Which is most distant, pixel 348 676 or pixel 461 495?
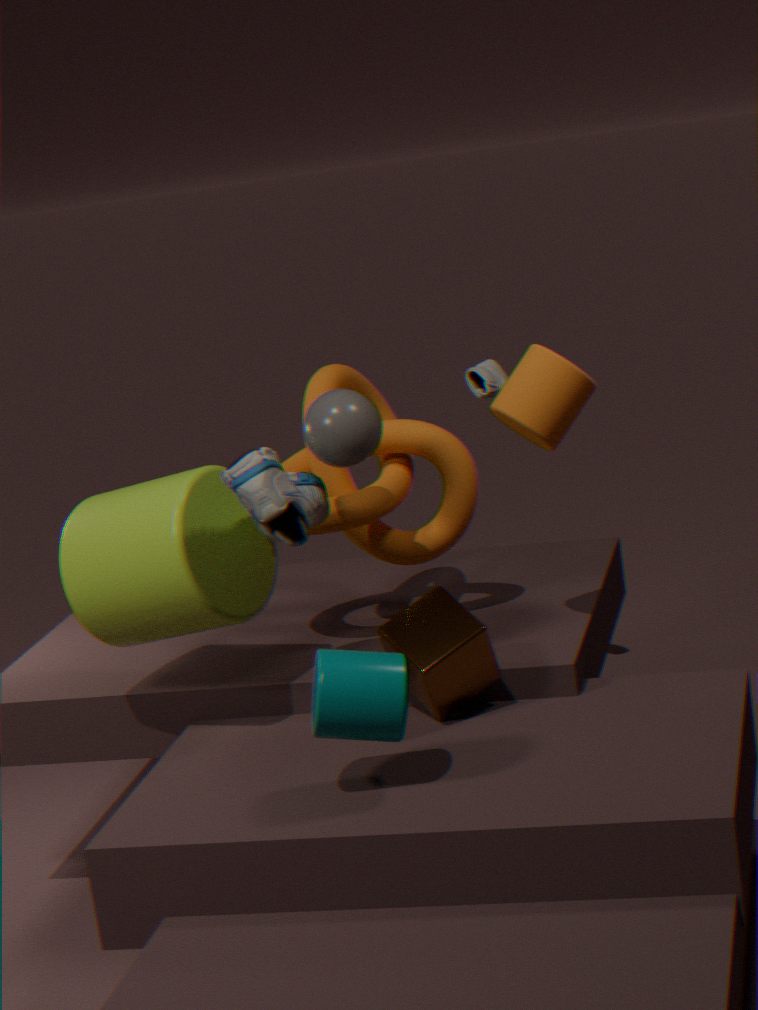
pixel 461 495
